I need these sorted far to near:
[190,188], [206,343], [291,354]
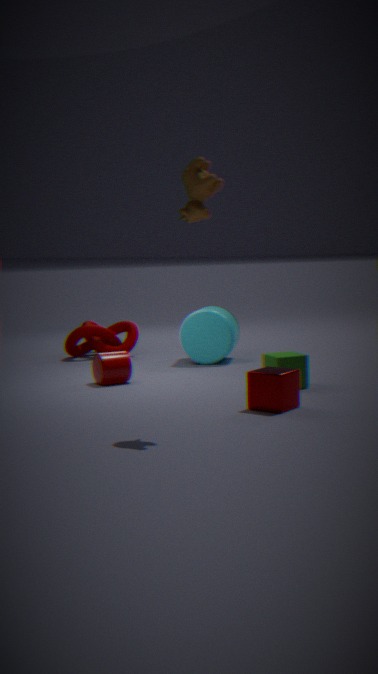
[206,343] < [291,354] < [190,188]
